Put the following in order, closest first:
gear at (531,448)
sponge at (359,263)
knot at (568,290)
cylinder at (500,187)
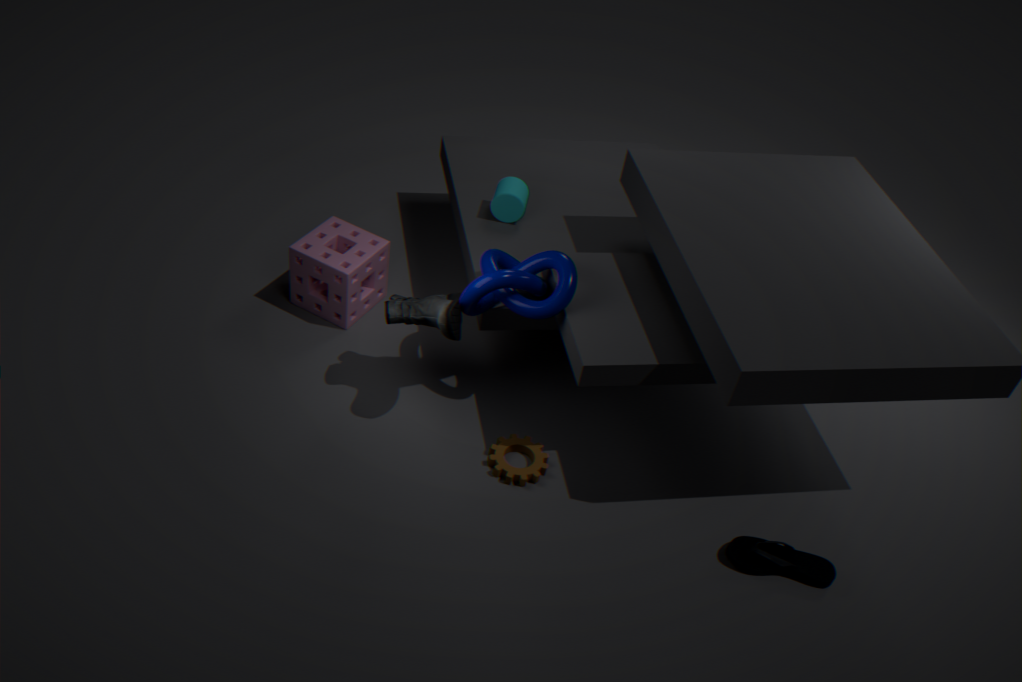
knot at (568,290) → gear at (531,448) → sponge at (359,263) → cylinder at (500,187)
